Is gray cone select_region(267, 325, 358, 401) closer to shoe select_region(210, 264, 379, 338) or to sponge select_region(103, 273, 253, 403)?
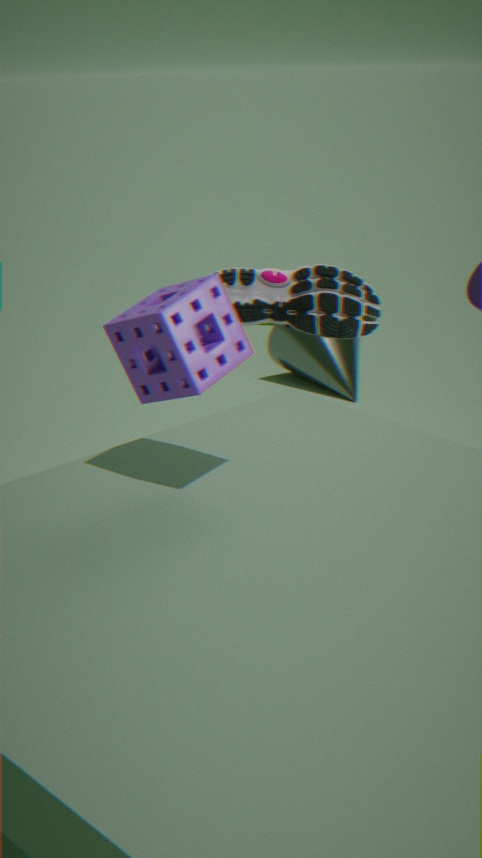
shoe select_region(210, 264, 379, 338)
